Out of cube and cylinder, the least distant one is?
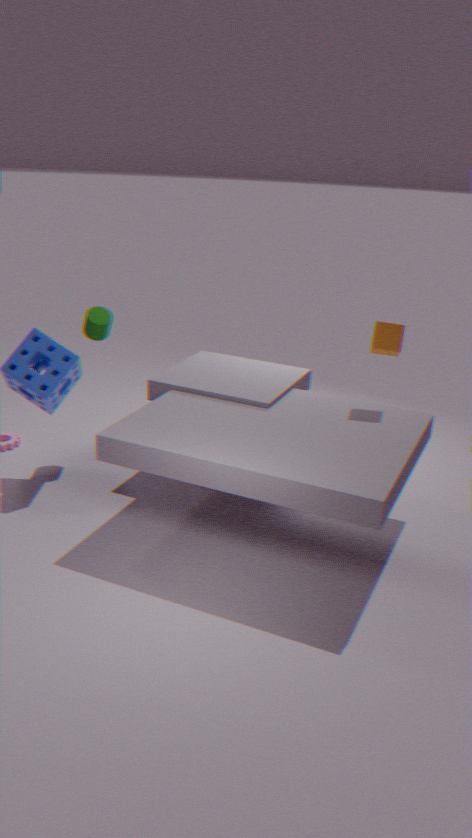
A: cube
